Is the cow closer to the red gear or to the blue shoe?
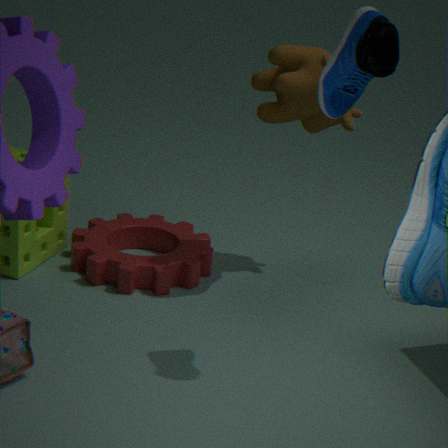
the blue shoe
